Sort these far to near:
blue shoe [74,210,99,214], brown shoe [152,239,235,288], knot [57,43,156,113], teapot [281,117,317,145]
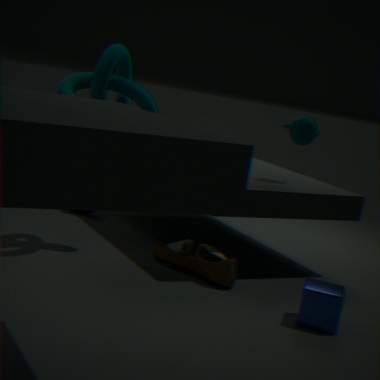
blue shoe [74,210,99,214]
teapot [281,117,317,145]
knot [57,43,156,113]
brown shoe [152,239,235,288]
